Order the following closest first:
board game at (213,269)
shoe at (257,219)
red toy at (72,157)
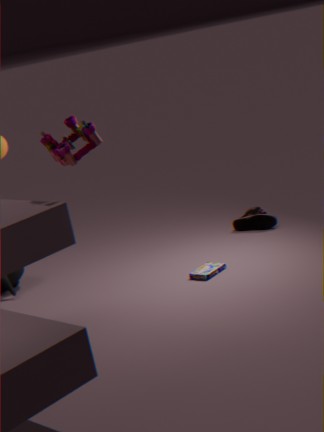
red toy at (72,157) < board game at (213,269) < shoe at (257,219)
